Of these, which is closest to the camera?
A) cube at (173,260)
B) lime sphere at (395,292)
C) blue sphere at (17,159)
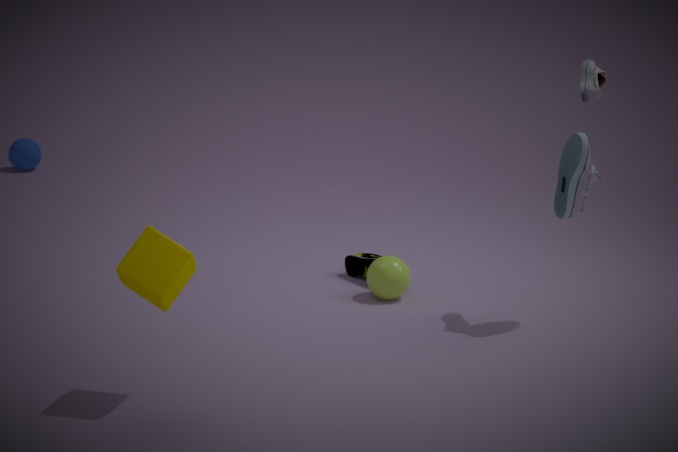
cube at (173,260)
